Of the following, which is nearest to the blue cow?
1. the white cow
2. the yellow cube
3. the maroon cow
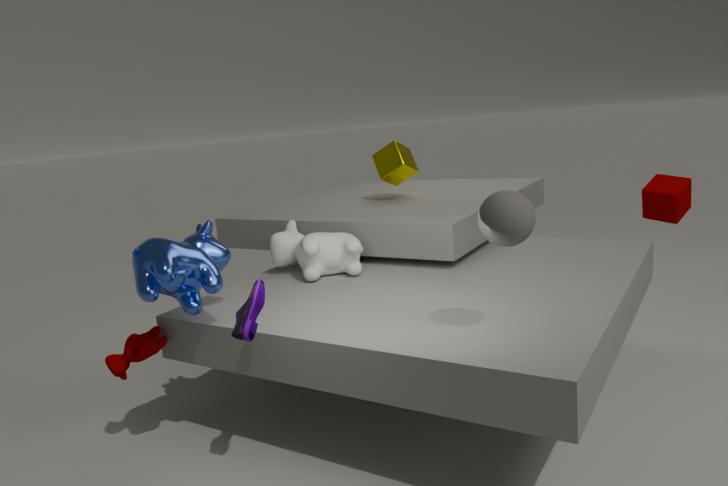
the maroon cow
